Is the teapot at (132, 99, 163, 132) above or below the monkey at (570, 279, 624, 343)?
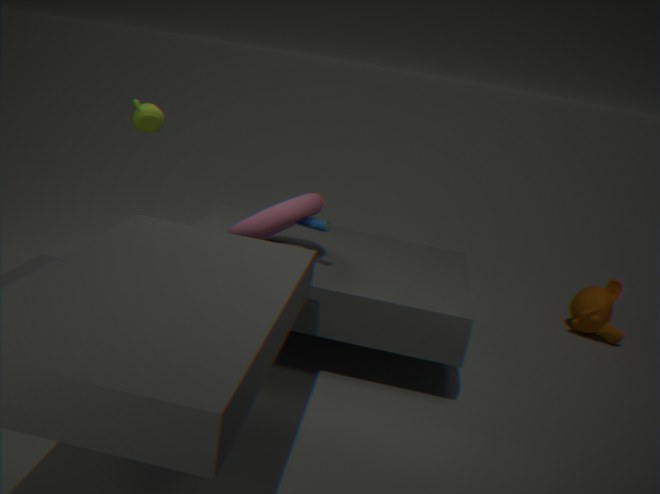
above
